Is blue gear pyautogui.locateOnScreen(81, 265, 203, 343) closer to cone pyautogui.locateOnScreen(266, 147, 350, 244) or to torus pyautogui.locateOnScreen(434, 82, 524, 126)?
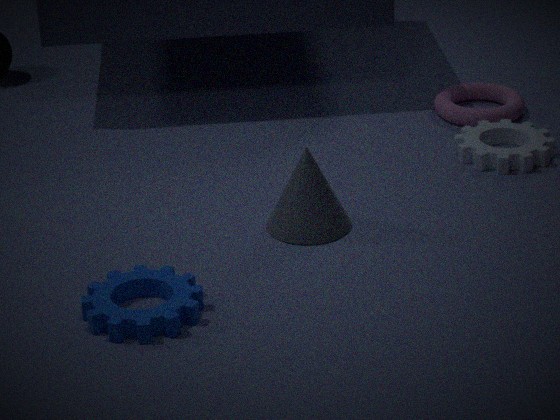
cone pyautogui.locateOnScreen(266, 147, 350, 244)
